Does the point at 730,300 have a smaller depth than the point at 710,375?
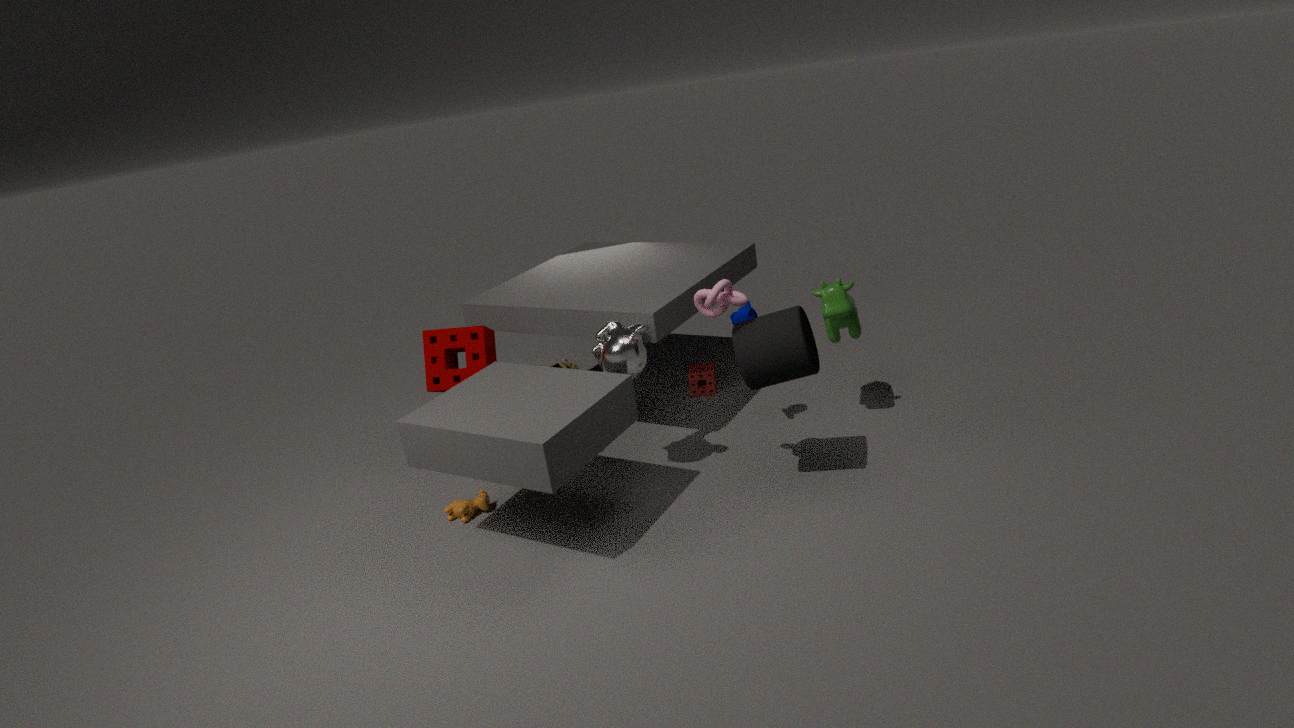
Yes
